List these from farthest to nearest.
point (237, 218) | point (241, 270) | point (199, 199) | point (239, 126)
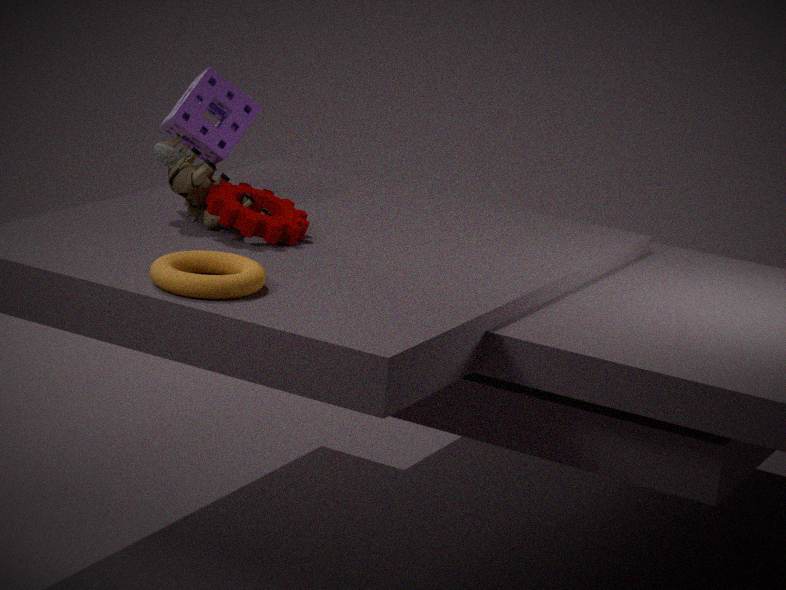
point (239, 126)
point (199, 199)
point (237, 218)
point (241, 270)
